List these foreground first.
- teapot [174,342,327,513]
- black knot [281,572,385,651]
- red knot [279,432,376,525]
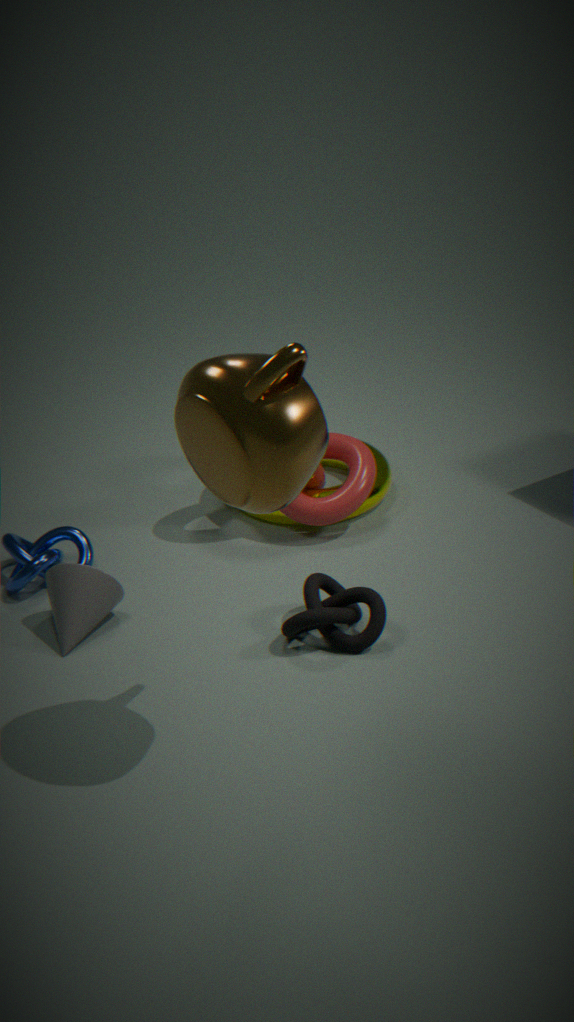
1. teapot [174,342,327,513]
2. black knot [281,572,385,651]
3. red knot [279,432,376,525]
